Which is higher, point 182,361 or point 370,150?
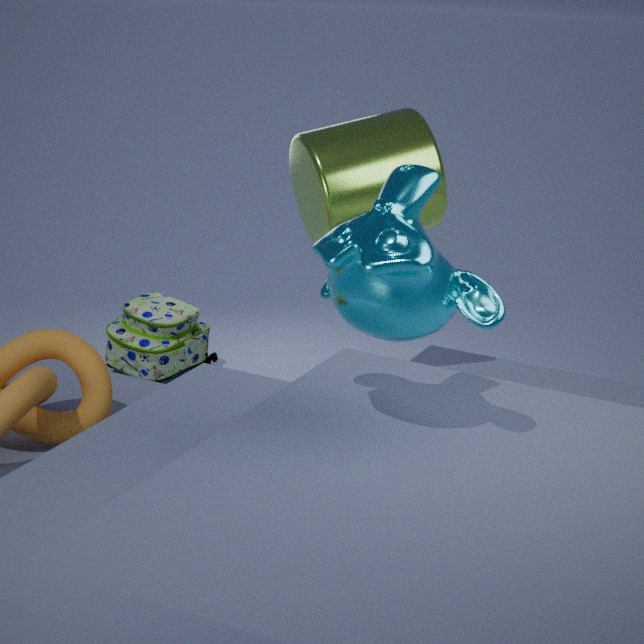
point 370,150
